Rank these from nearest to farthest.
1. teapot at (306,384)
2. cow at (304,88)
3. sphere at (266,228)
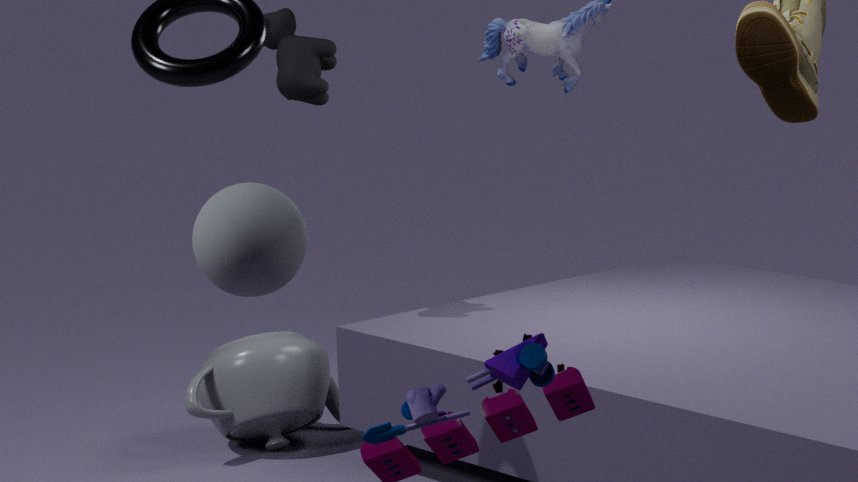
sphere at (266,228), cow at (304,88), teapot at (306,384)
